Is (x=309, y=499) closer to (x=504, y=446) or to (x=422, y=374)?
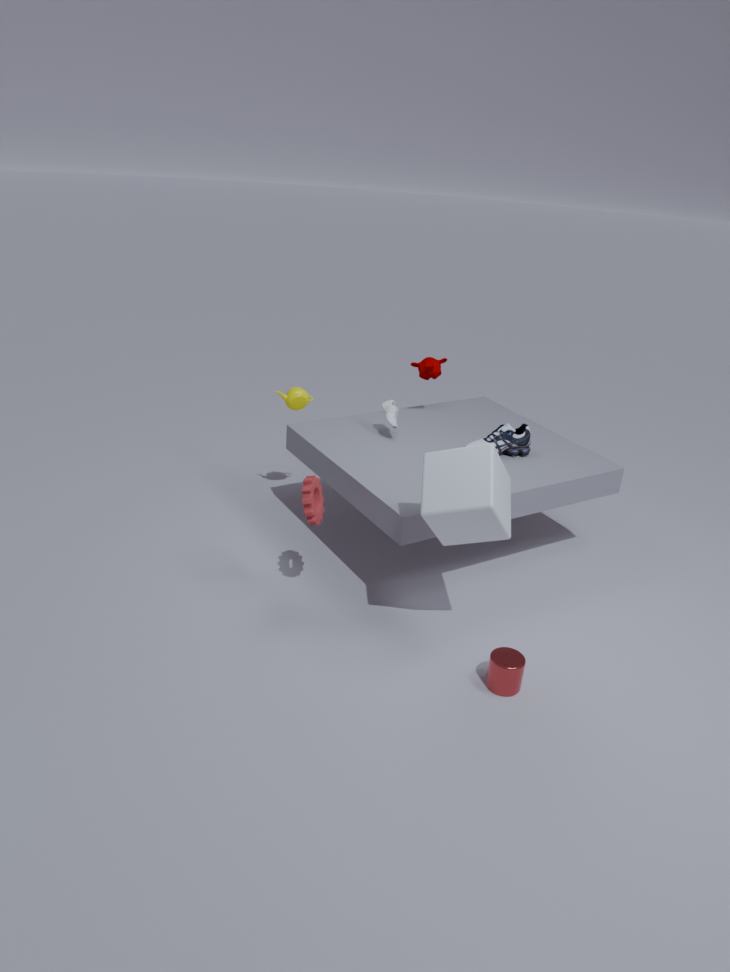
(x=504, y=446)
